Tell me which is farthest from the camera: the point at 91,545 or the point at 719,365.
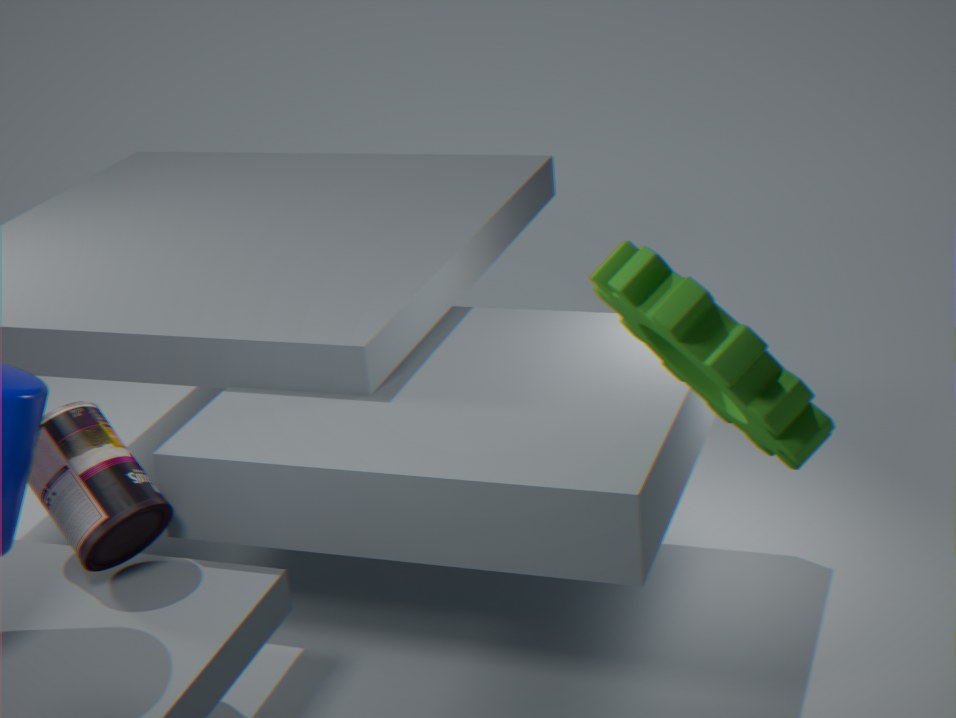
the point at 91,545
